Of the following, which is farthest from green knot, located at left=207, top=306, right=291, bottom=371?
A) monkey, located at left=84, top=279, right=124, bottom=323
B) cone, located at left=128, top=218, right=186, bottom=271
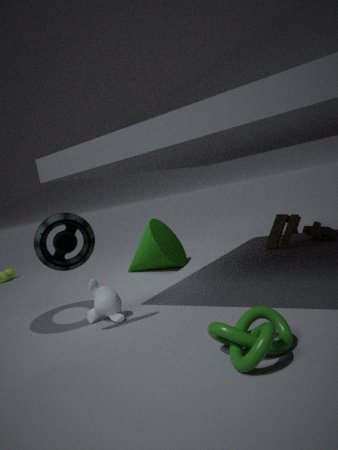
cone, located at left=128, top=218, right=186, bottom=271
